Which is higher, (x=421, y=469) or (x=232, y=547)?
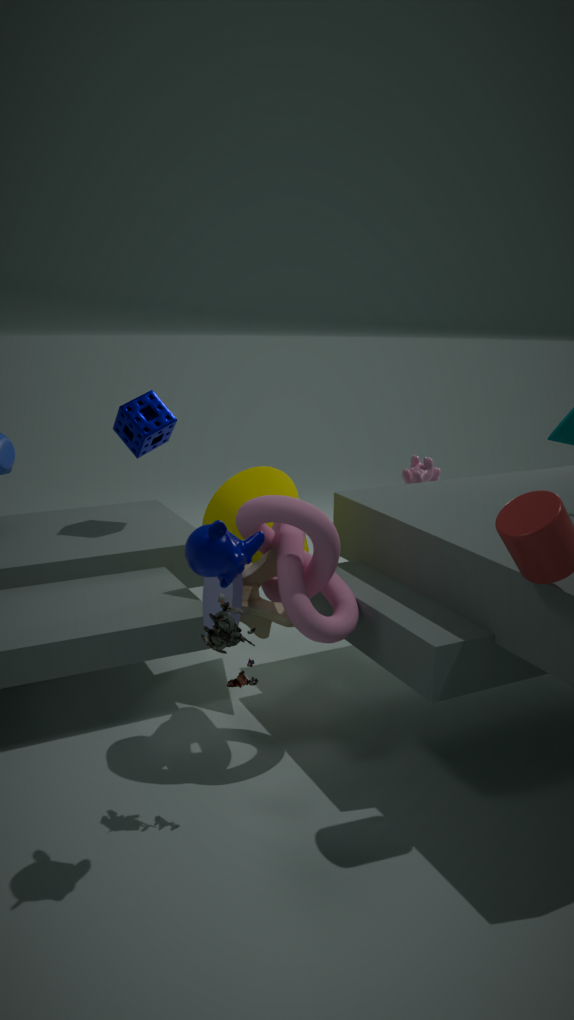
(x=232, y=547)
